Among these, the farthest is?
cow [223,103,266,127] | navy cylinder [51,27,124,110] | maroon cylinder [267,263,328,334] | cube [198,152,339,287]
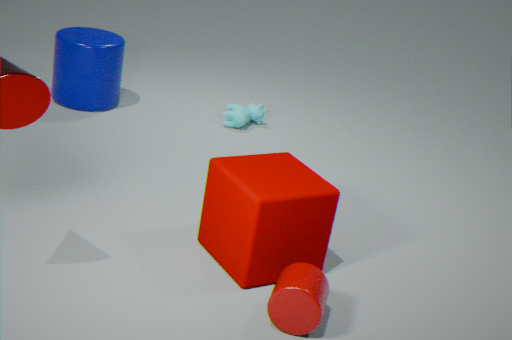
cow [223,103,266,127]
